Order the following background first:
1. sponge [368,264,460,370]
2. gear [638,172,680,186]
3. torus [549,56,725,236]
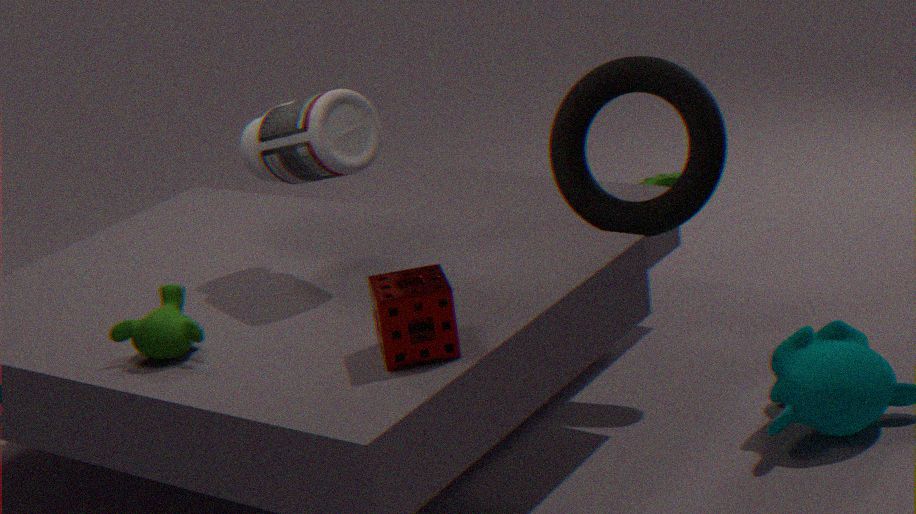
gear [638,172,680,186] < torus [549,56,725,236] < sponge [368,264,460,370]
